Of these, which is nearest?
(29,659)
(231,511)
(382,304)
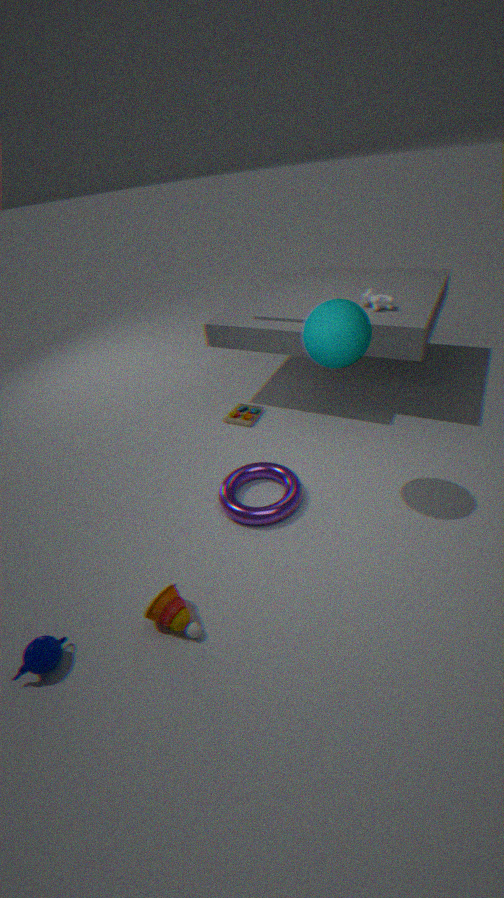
(29,659)
